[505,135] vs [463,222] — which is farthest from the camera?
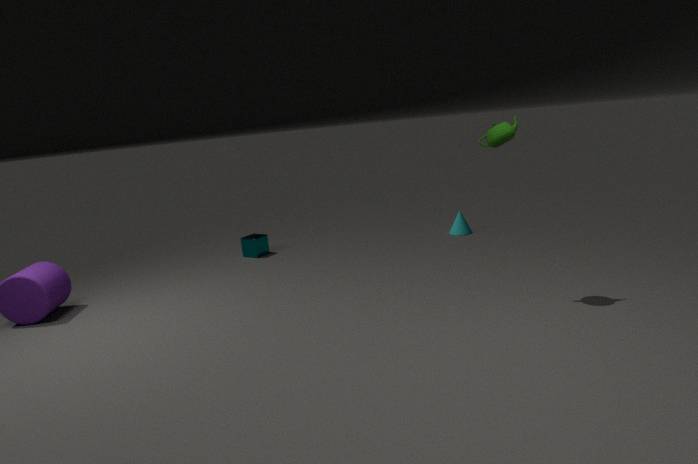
[463,222]
